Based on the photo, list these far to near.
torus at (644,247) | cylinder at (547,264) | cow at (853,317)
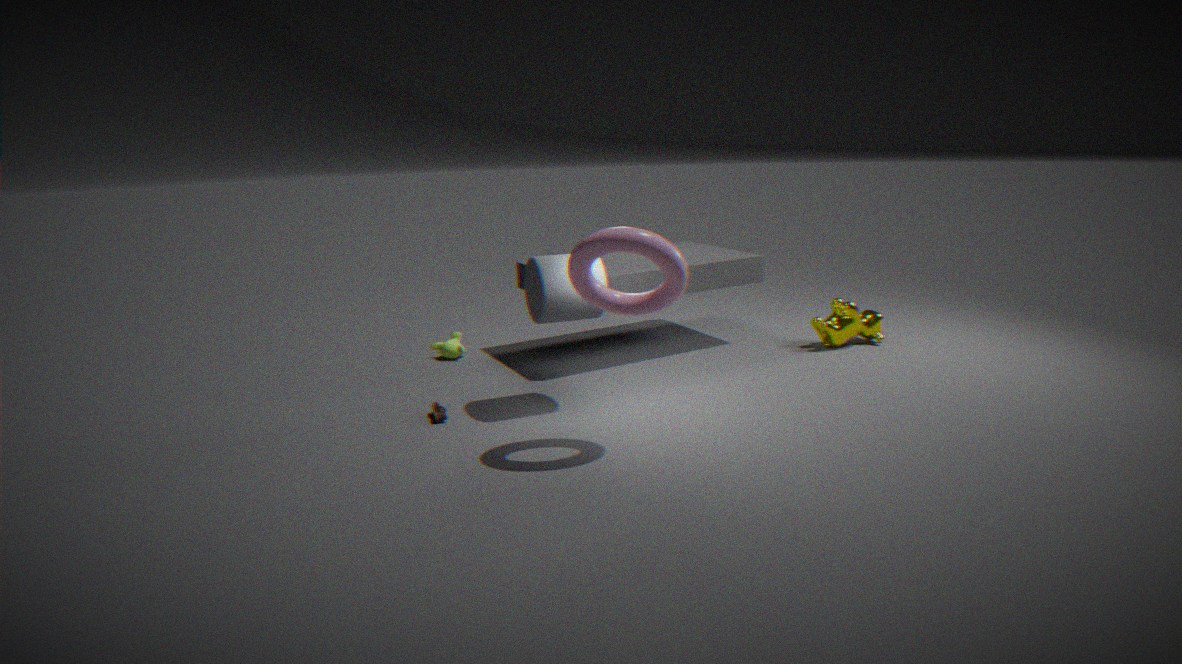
1. cow at (853,317)
2. cylinder at (547,264)
3. torus at (644,247)
